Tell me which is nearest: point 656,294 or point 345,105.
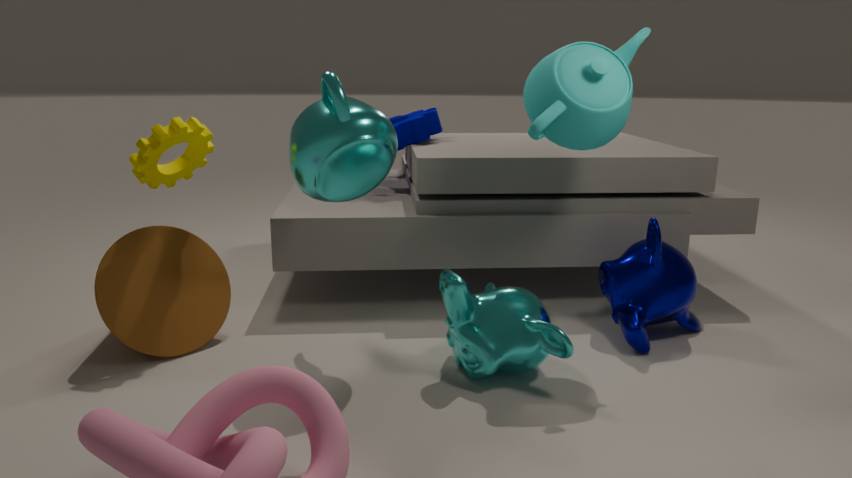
point 345,105
